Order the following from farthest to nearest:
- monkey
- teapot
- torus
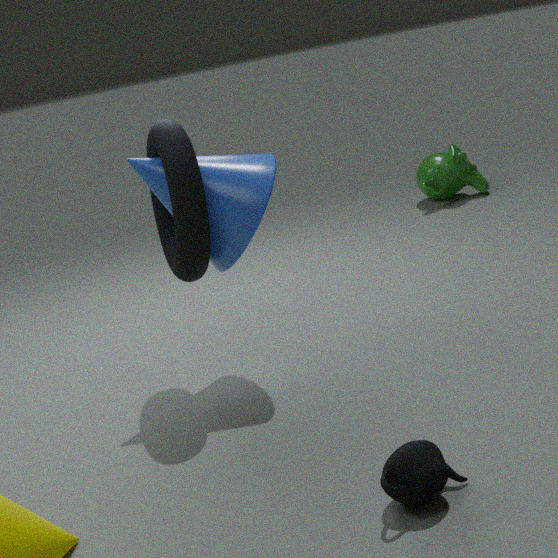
monkey < torus < teapot
